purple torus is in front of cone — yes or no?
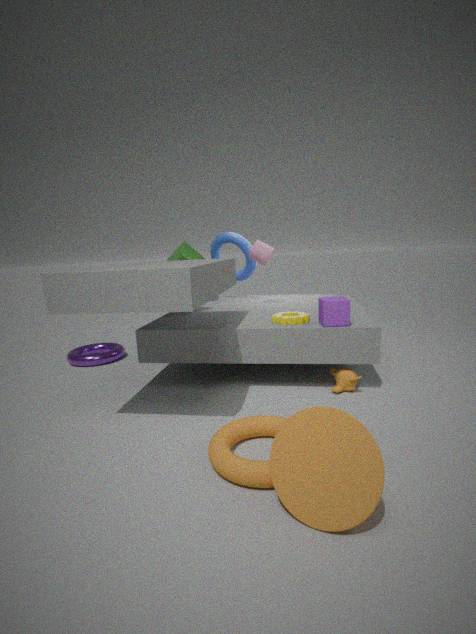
No
